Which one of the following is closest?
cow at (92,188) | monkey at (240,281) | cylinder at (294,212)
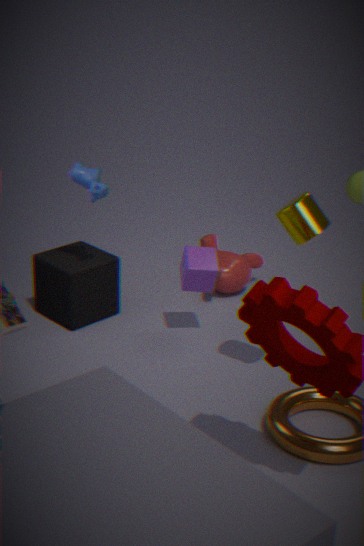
cylinder at (294,212)
